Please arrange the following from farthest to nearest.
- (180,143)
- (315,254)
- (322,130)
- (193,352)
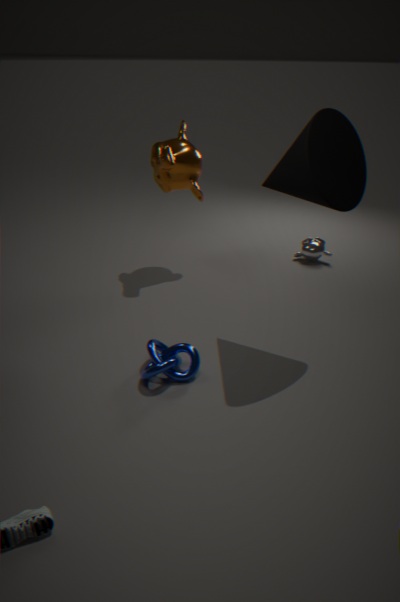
1. (315,254)
2. (180,143)
3. (193,352)
4. (322,130)
